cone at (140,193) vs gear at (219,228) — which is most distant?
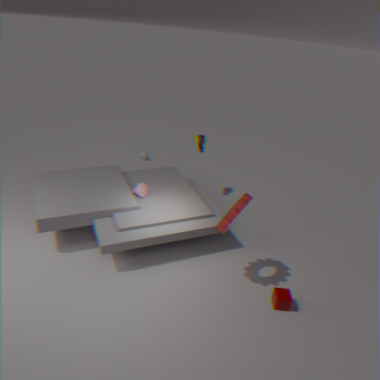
cone at (140,193)
